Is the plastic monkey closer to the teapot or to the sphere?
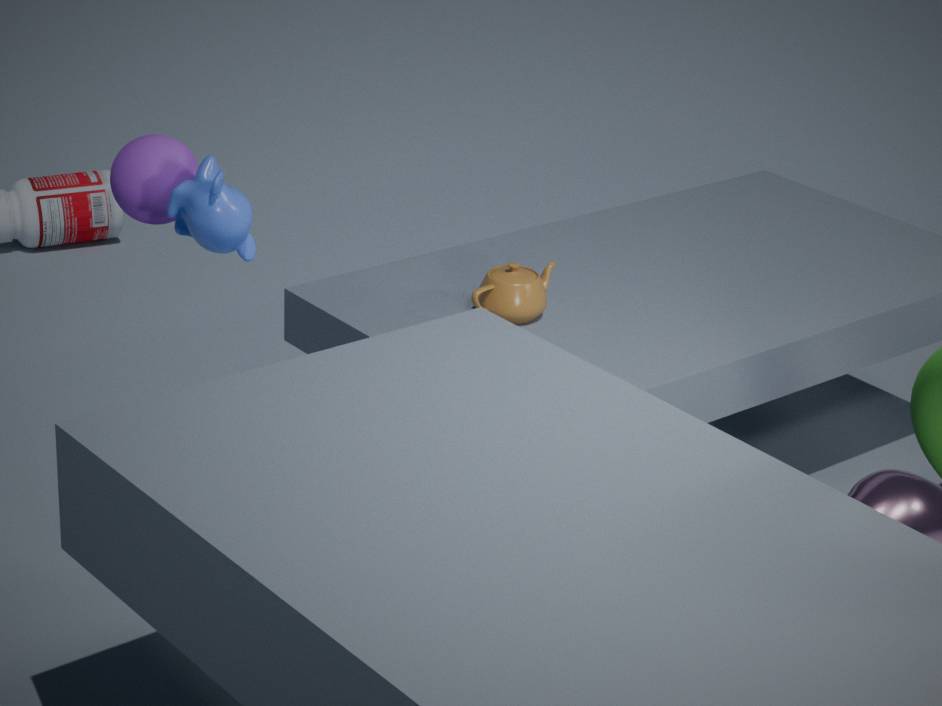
the sphere
